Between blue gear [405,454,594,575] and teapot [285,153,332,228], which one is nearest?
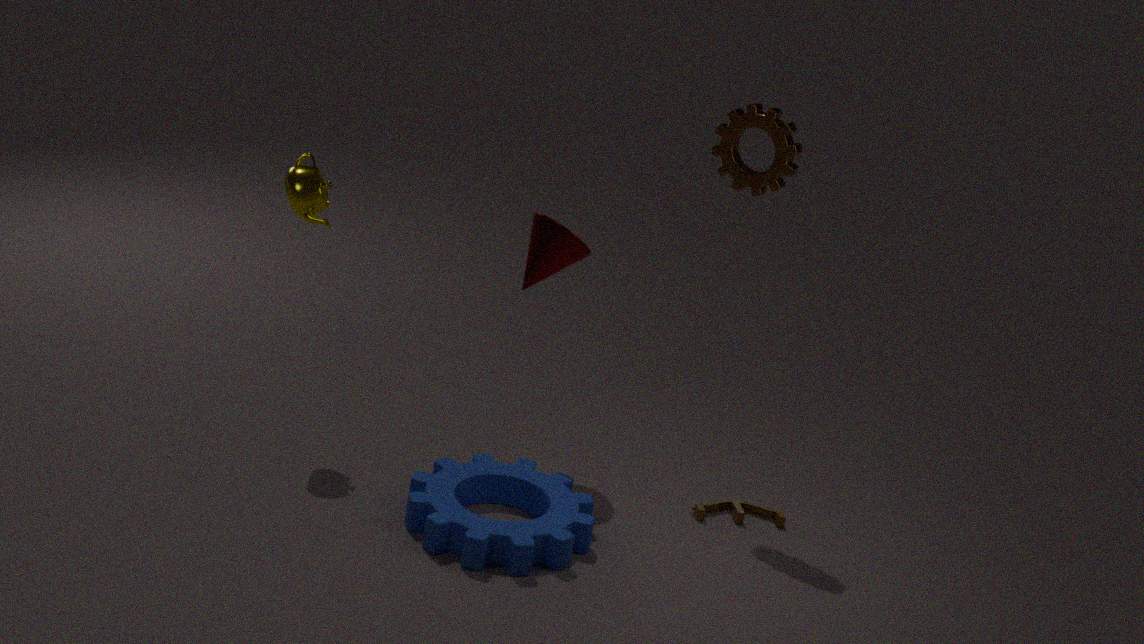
blue gear [405,454,594,575]
